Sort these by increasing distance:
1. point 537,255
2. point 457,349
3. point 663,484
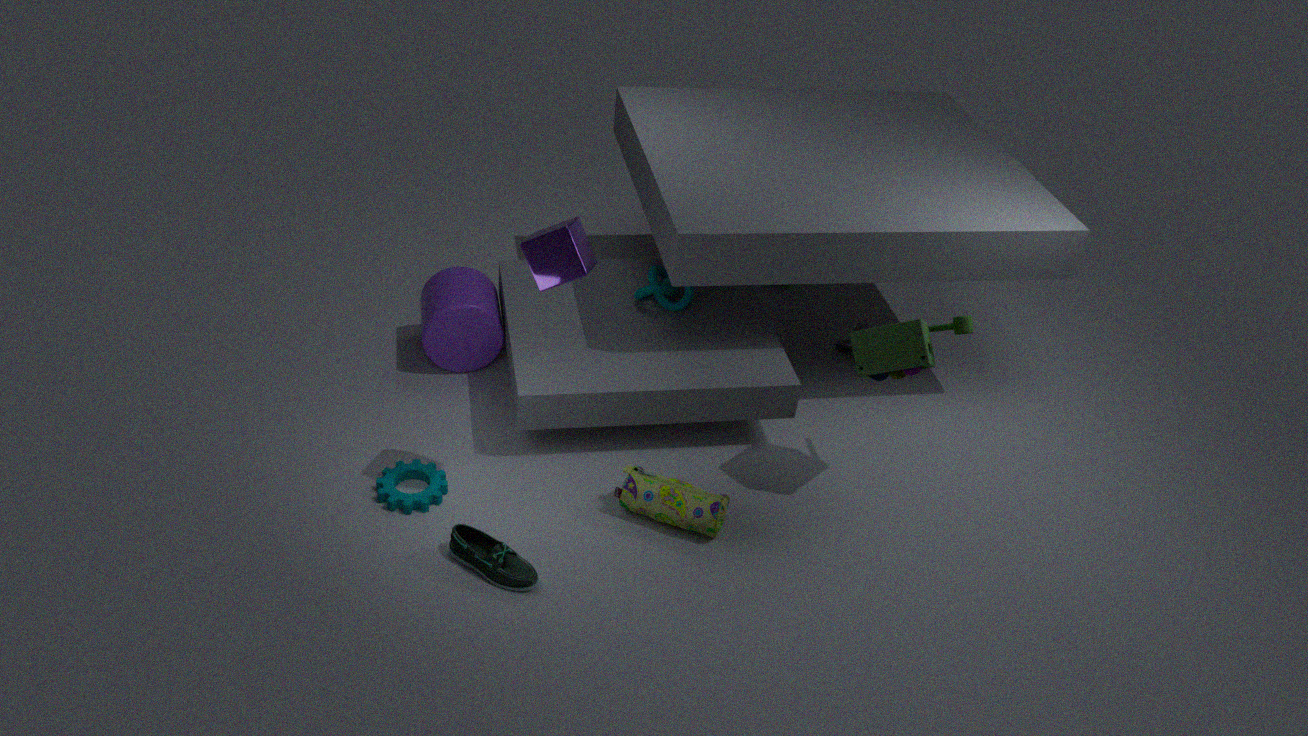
point 537,255
point 663,484
point 457,349
